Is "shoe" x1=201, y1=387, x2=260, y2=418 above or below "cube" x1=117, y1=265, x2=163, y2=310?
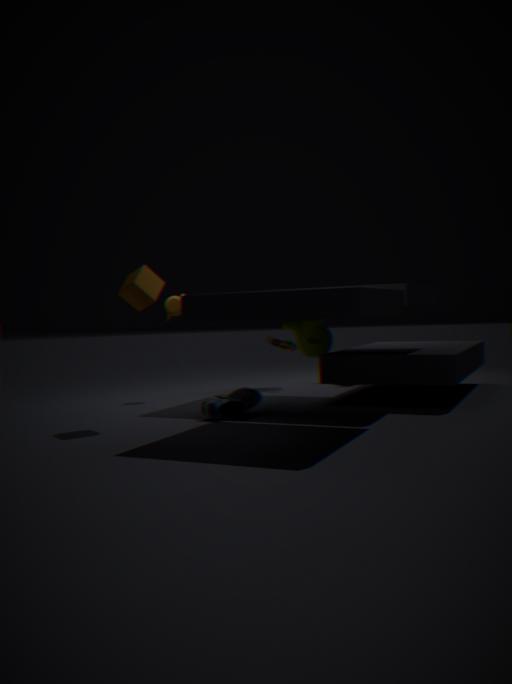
below
